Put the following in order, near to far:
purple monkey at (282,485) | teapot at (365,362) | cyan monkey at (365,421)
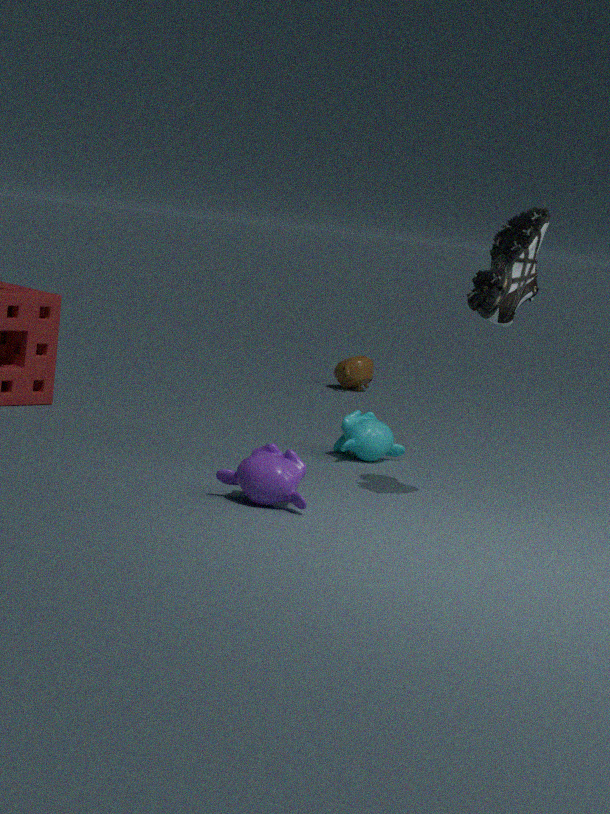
1. purple monkey at (282,485)
2. cyan monkey at (365,421)
3. teapot at (365,362)
